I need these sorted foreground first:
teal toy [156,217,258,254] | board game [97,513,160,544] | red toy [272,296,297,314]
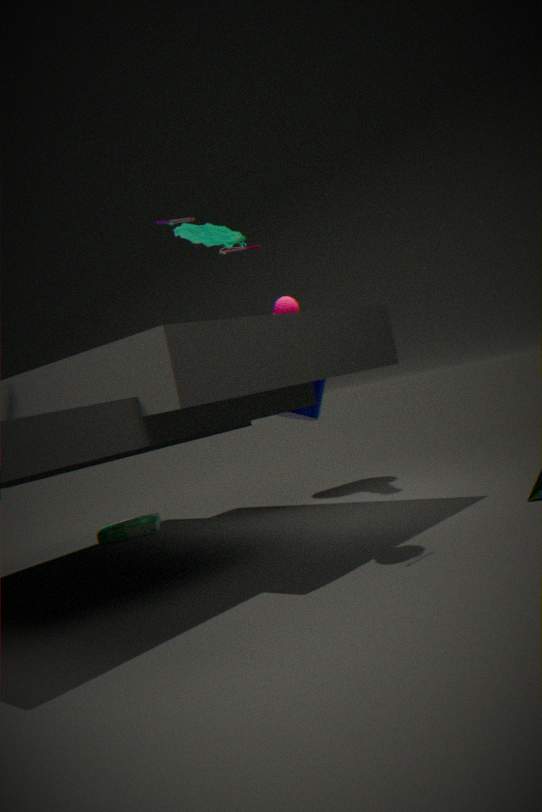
1. teal toy [156,217,258,254]
2. red toy [272,296,297,314]
3. board game [97,513,160,544]
